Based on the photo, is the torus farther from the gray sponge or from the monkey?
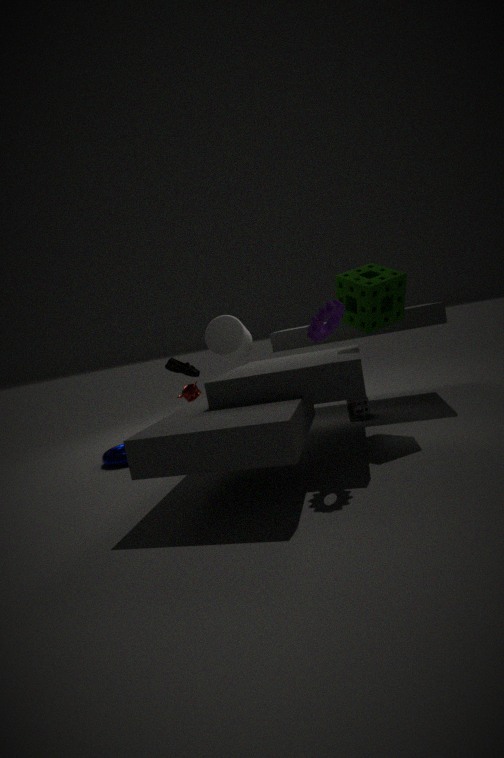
the gray sponge
